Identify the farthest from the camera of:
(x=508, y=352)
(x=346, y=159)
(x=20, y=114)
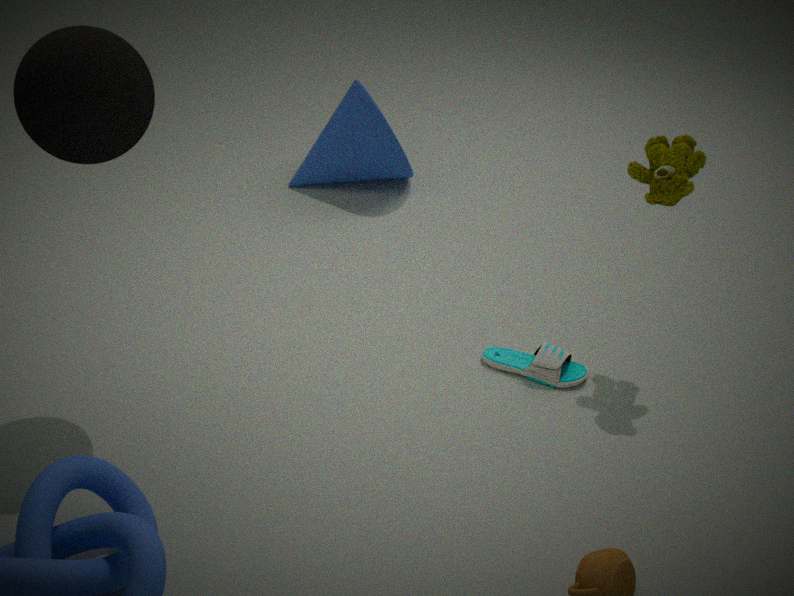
(x=346, y=159)
